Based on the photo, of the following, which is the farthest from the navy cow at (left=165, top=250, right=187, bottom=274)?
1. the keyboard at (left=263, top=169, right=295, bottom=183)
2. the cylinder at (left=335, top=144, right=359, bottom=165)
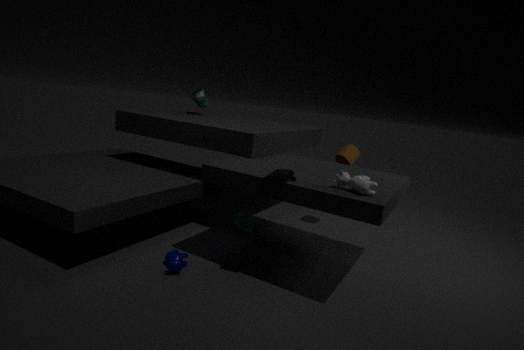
the cylinder at (left=335, top=144, right=359, bottom=165)
